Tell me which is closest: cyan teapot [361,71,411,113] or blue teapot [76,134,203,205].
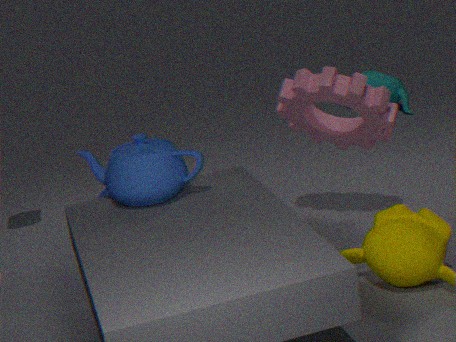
blue teapot [76,134,203,205]
